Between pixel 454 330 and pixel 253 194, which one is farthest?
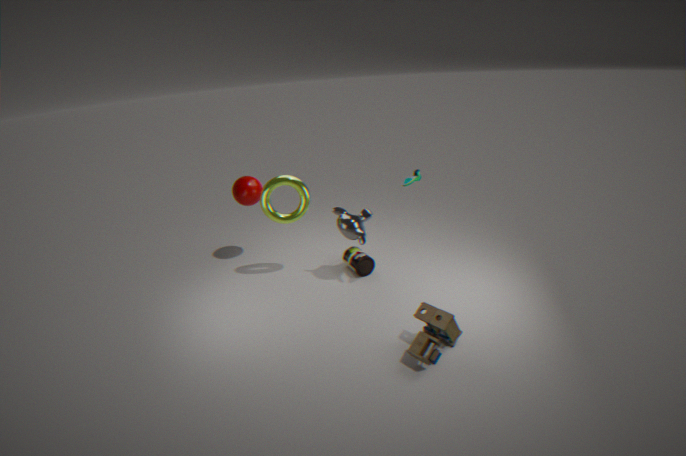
pixel 253 194
